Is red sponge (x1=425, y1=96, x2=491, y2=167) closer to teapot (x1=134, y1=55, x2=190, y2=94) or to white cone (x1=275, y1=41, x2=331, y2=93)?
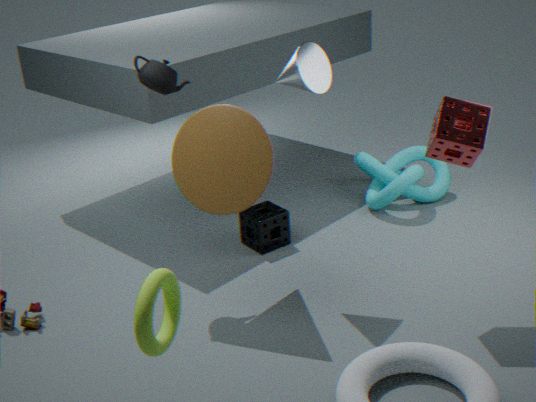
white cone (x1=275, y1=41, x2=331, y2=93)
